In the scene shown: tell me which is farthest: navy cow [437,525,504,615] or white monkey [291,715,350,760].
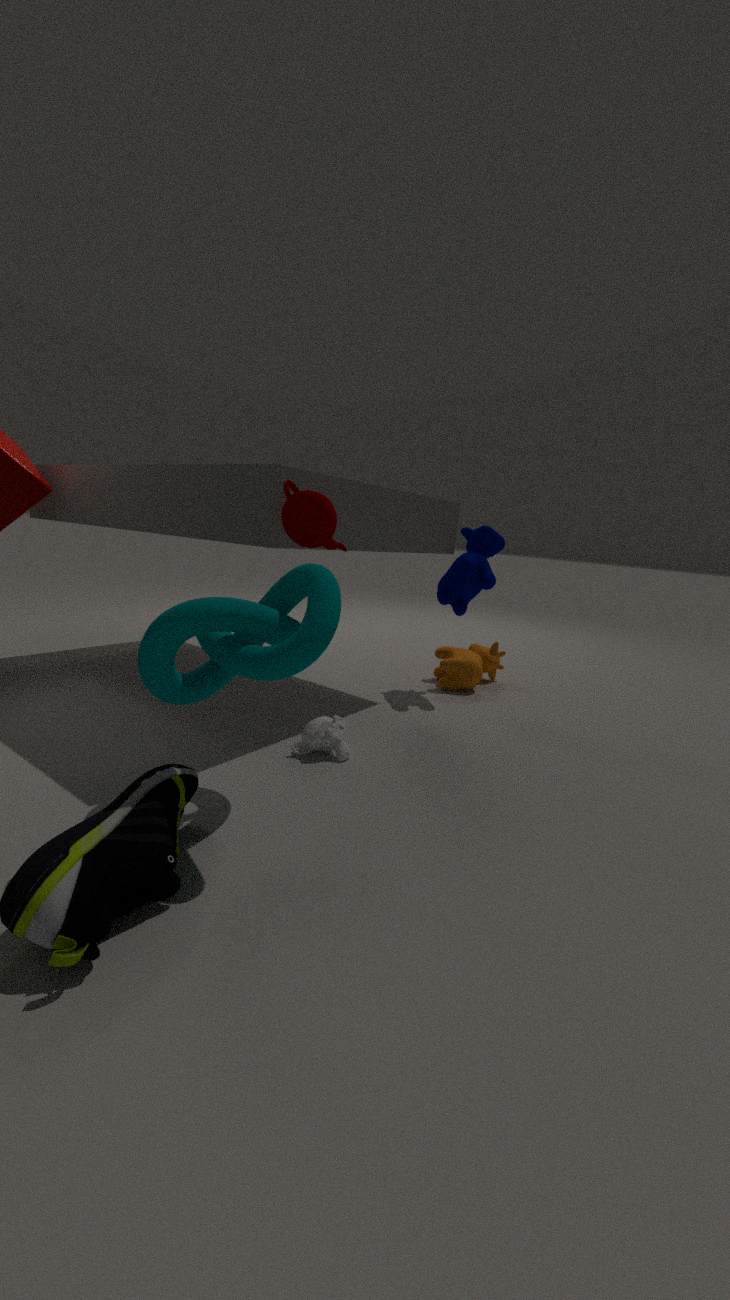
navy cow [437,525,504,615]
